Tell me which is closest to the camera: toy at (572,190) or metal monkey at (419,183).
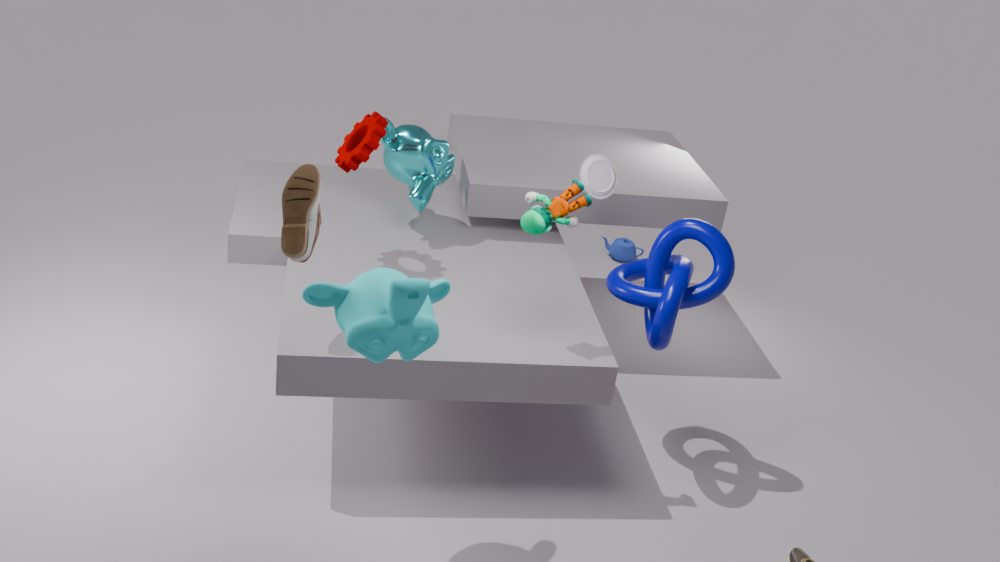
toy at (572,190)
